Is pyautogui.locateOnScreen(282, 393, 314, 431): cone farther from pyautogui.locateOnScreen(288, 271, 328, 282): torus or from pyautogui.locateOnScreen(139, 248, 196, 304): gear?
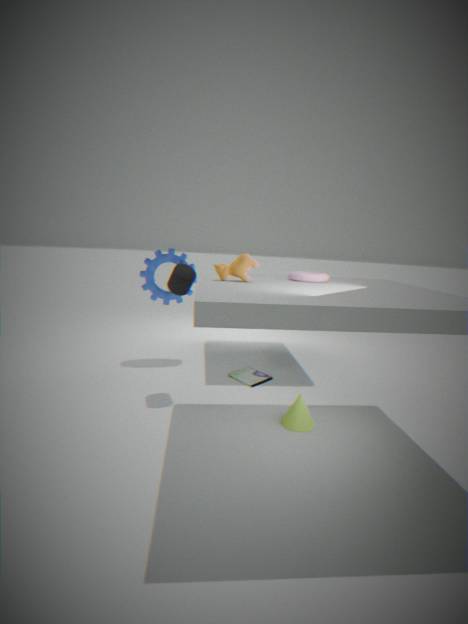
pyautogui.locateOnScreen(139, 248, 196, 304): gear
